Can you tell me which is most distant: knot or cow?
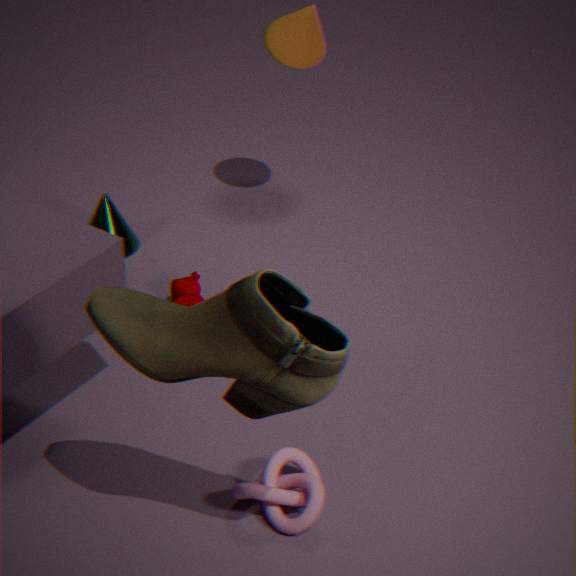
cow
